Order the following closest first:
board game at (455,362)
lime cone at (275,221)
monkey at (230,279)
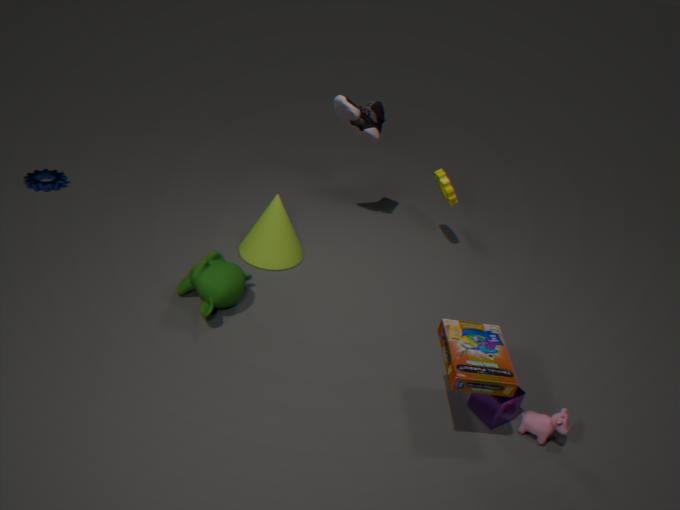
board game at (455,362), monkey at (230,279), lime cone at (275,221)
